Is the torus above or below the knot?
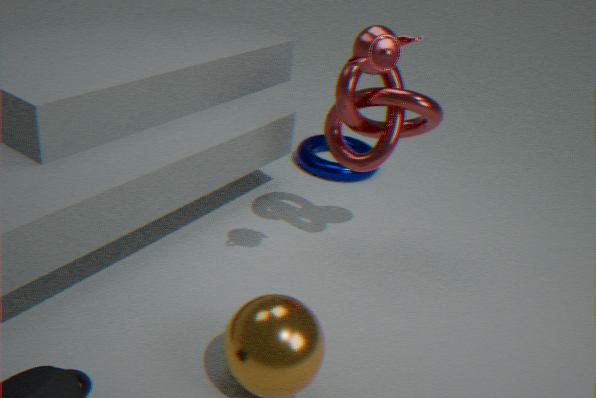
below
